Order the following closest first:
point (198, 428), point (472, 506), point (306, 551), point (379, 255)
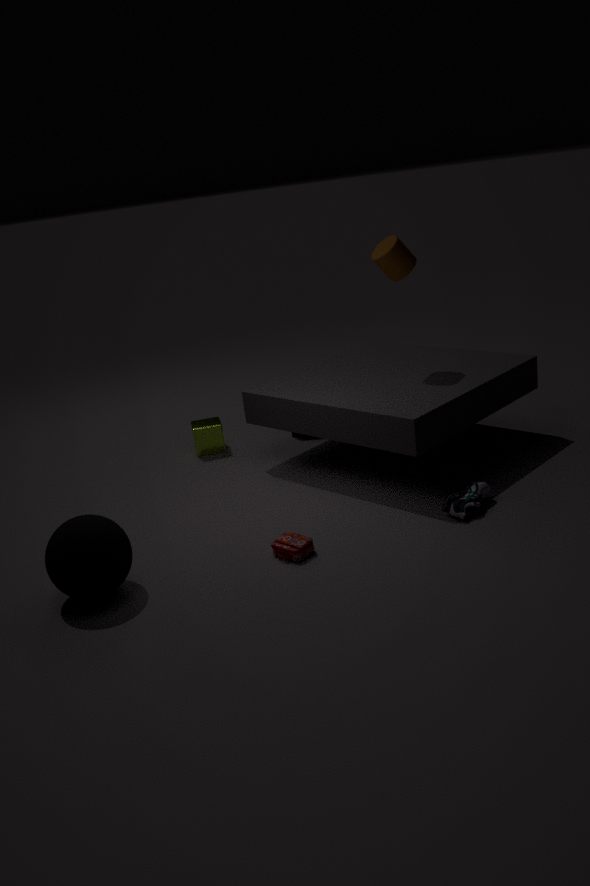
point (306, 551)
point (472, 506)
point (379, 255)
point (198, 428)
